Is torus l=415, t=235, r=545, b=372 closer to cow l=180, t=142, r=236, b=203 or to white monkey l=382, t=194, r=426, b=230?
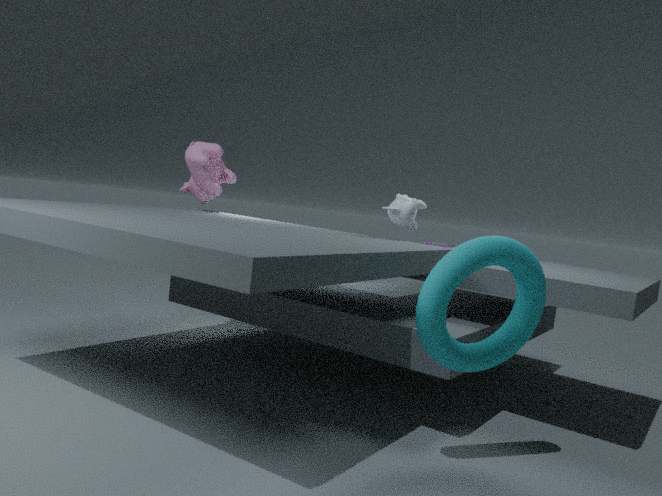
white monkey l=382, t=194, r=426, b=230
